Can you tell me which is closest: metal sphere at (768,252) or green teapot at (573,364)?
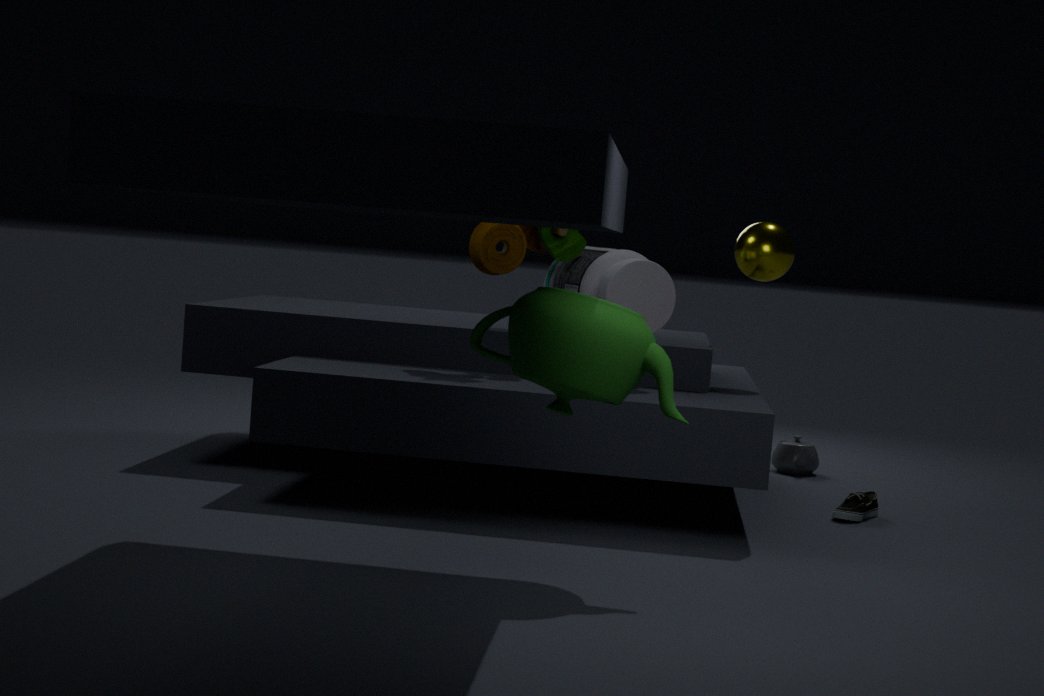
green teapot at (573,364)
